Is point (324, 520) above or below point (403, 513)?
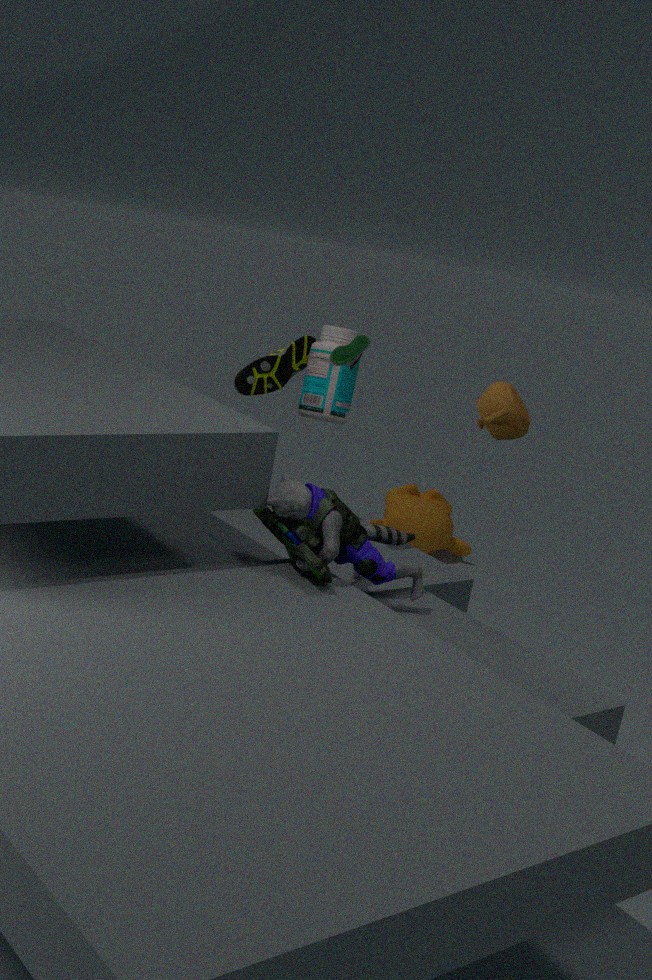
above
